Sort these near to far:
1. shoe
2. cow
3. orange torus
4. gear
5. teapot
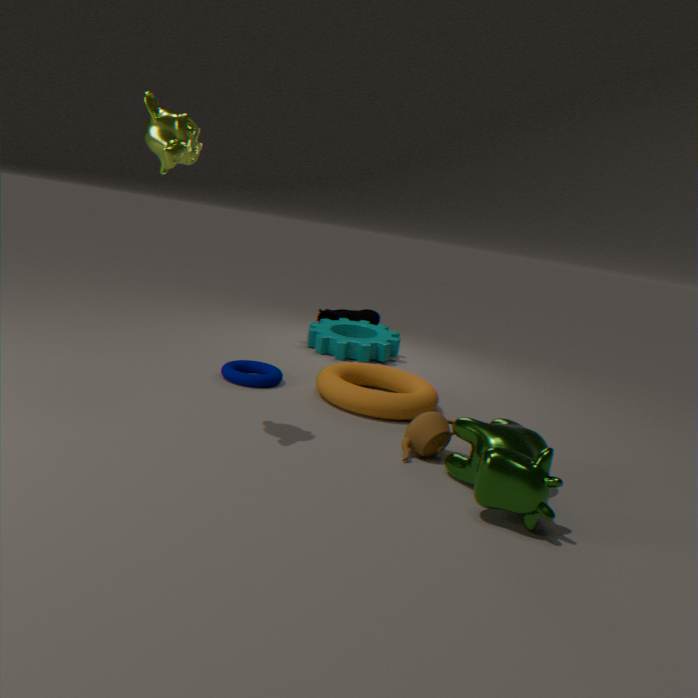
cow, teapot, orange torus, gear, shoe
